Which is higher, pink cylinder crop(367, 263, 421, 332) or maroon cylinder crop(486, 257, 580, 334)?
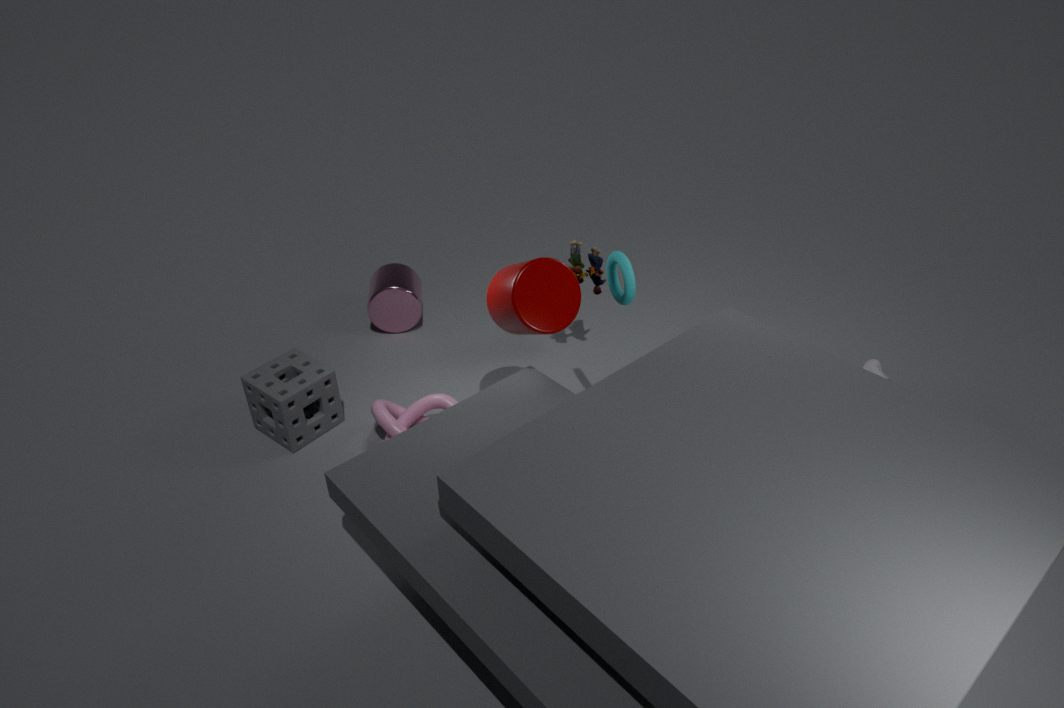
maroon cylinder crop(486, 257, 580, 334)
